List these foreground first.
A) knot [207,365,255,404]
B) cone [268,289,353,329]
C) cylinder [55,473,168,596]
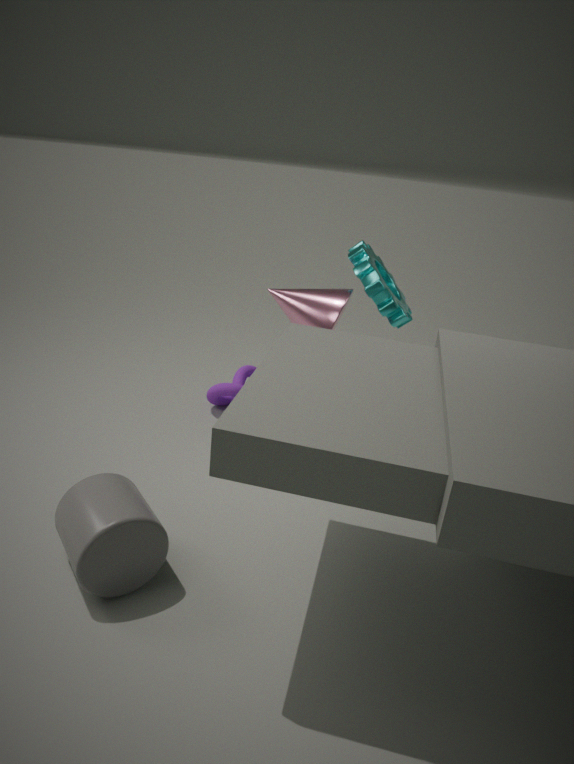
1. cylinder [55,473,168,596]
2. cone [268,289,353,329]
3. knot [207,365,255,404]
